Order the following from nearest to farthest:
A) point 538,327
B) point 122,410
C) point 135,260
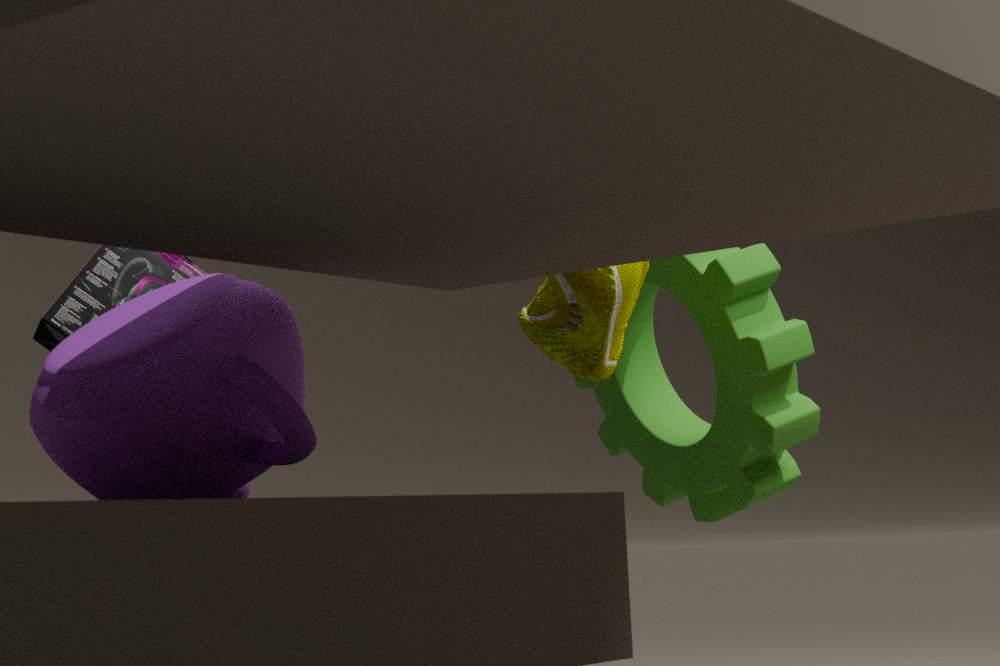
1. point 122,410
2. point 538,327
3. point 135,260
